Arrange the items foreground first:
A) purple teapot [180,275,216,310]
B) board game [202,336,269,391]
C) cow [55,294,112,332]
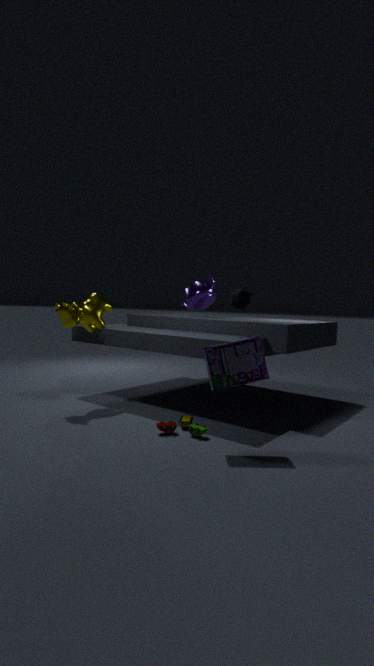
board game [202,336,269,391]
cow [55,294,112,332]
purple teapot [180,275,216,310]
